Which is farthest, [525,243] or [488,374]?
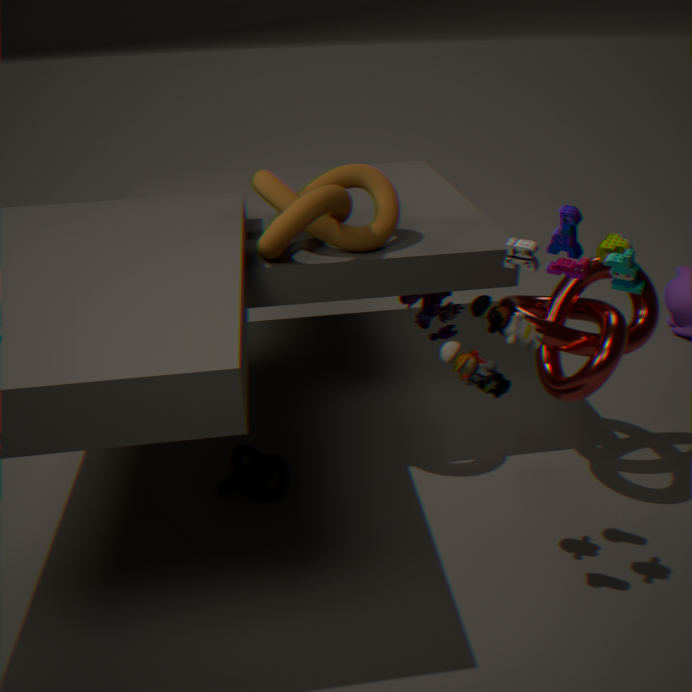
[488,374]
